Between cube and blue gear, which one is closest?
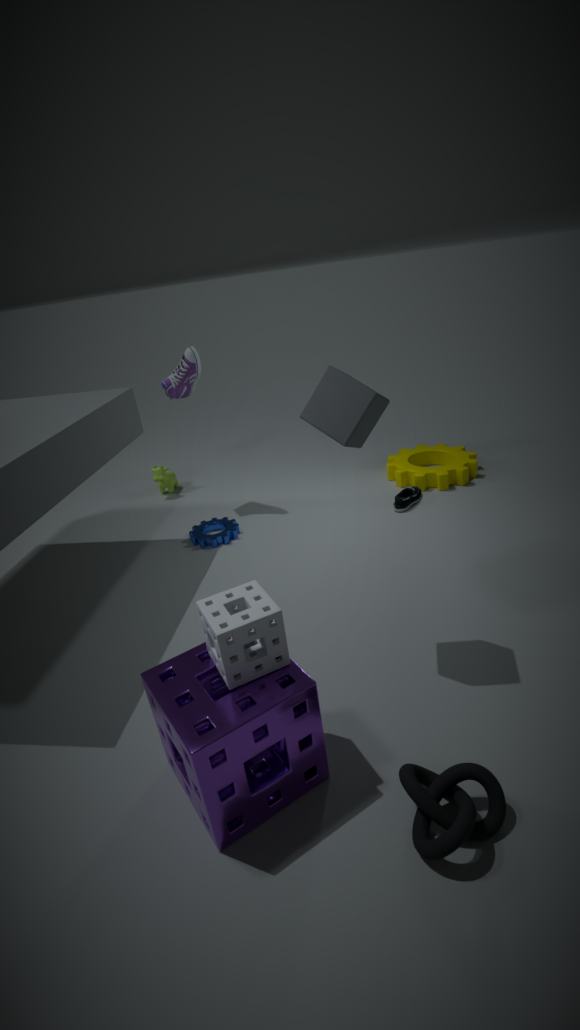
cube
